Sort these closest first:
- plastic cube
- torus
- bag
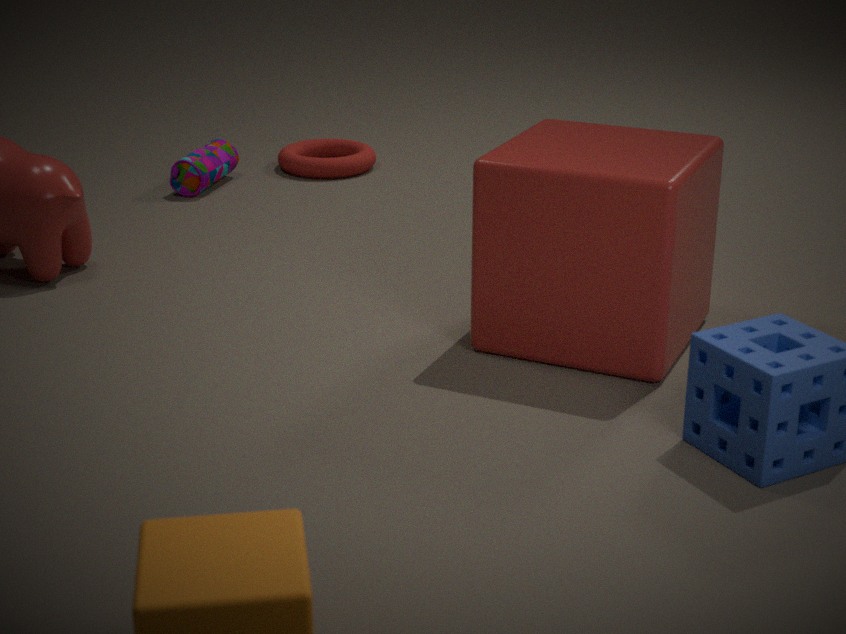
plastic cube → bag → torus
